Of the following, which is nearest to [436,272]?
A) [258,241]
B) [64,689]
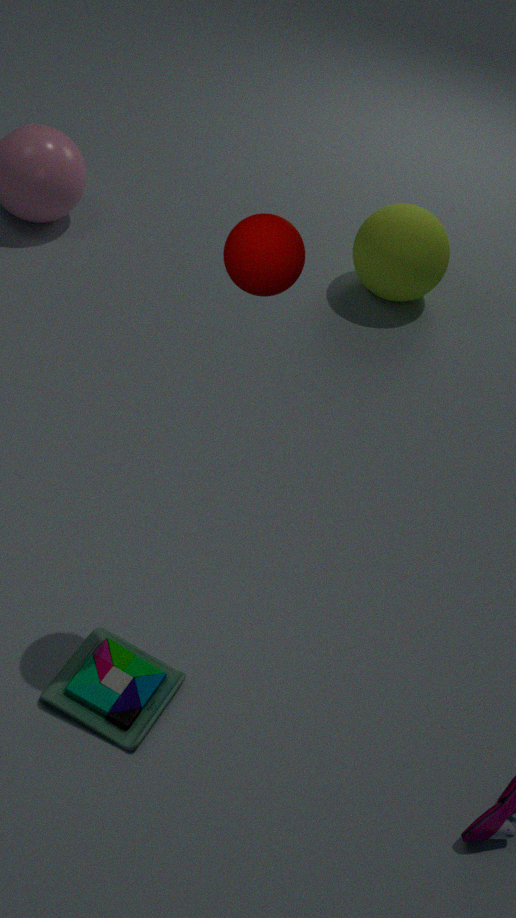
[258,241]
